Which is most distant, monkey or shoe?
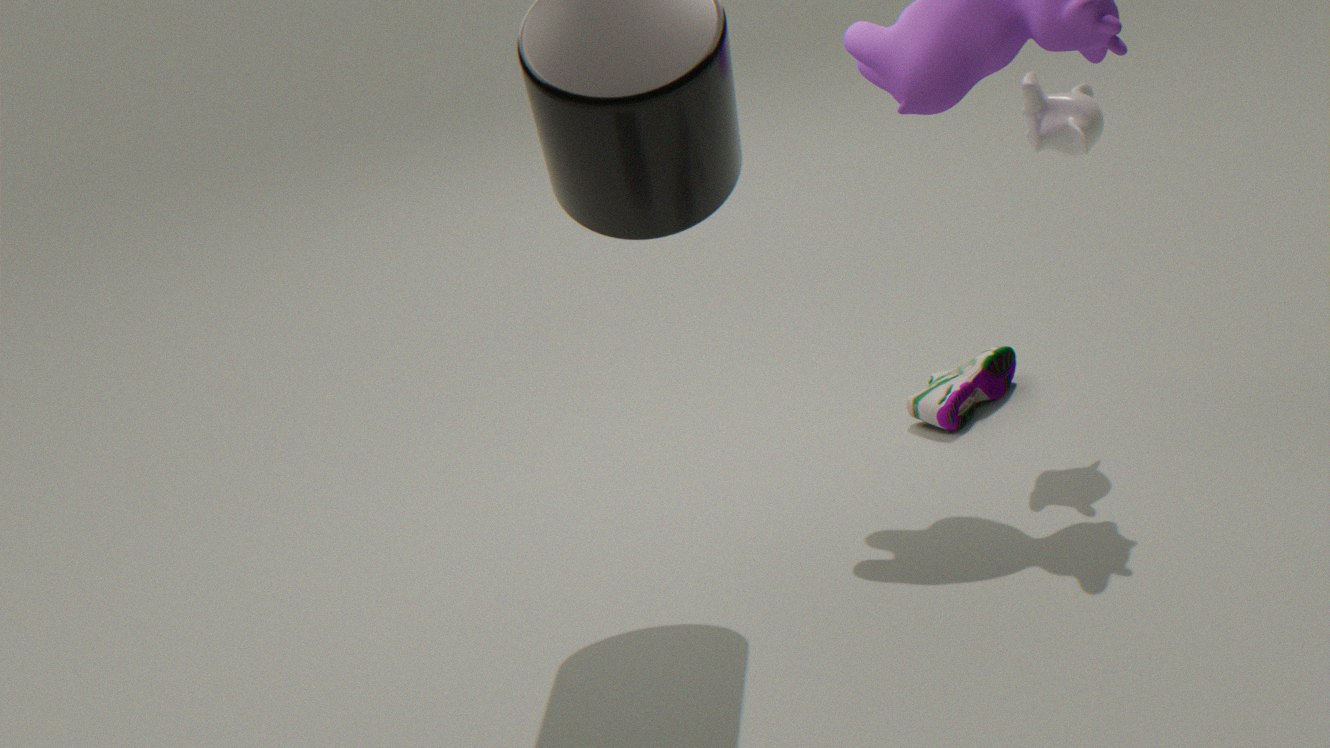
shoe
